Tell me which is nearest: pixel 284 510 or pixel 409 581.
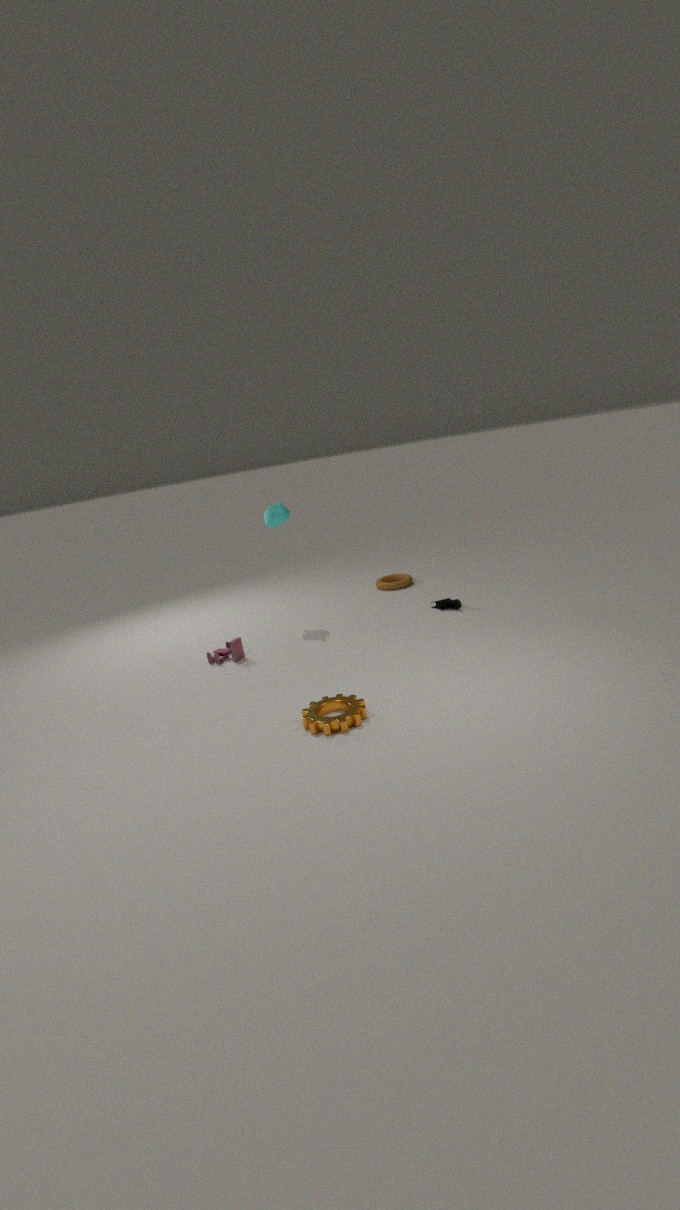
pixel 284 510
